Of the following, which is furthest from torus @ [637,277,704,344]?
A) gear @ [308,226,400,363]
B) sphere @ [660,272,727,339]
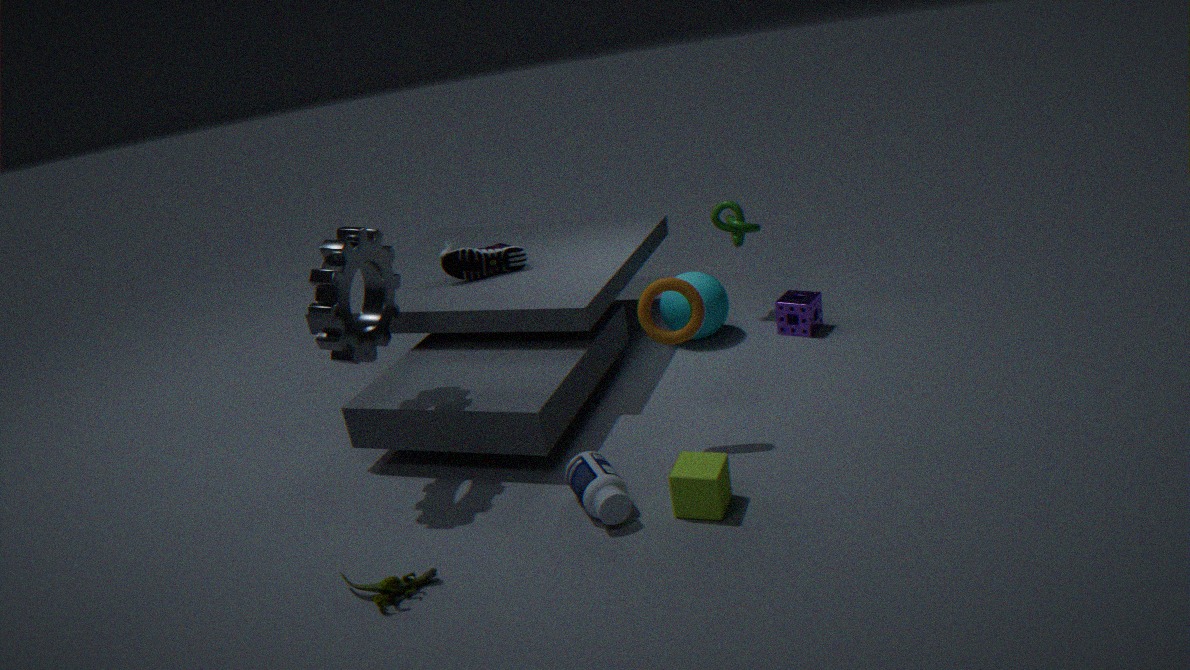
gear @ [308,226,400,363]
